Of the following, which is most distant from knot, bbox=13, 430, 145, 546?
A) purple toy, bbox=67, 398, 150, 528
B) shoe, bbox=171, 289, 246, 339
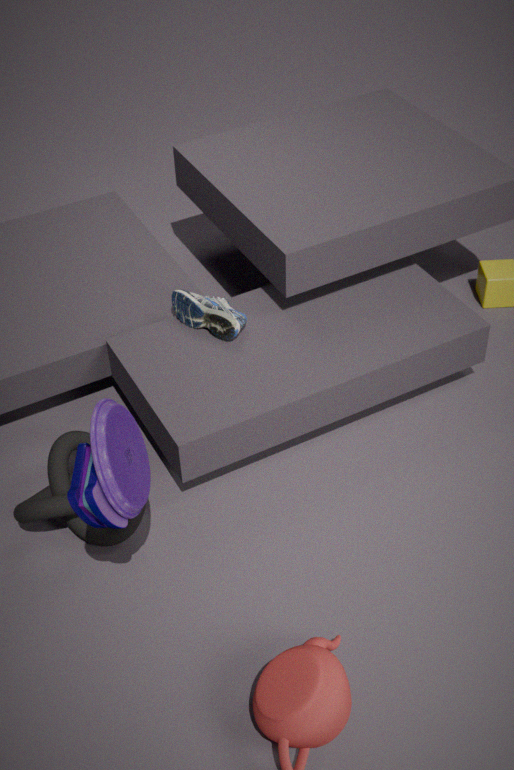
shoe, bbox=171, 289, 246, 339
